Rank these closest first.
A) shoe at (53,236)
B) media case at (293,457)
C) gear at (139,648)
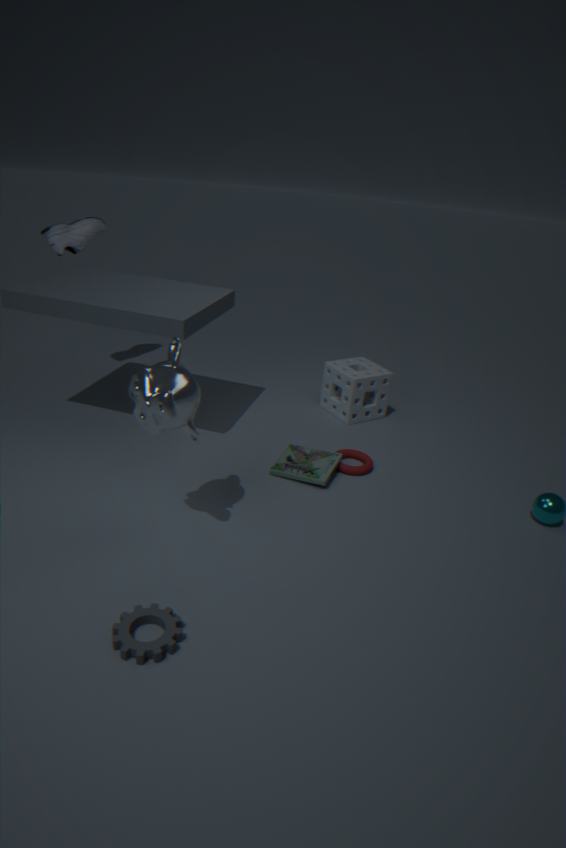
1. gear at (139,648)
2. media case at (293,457)
3. shoe at (53,236)
